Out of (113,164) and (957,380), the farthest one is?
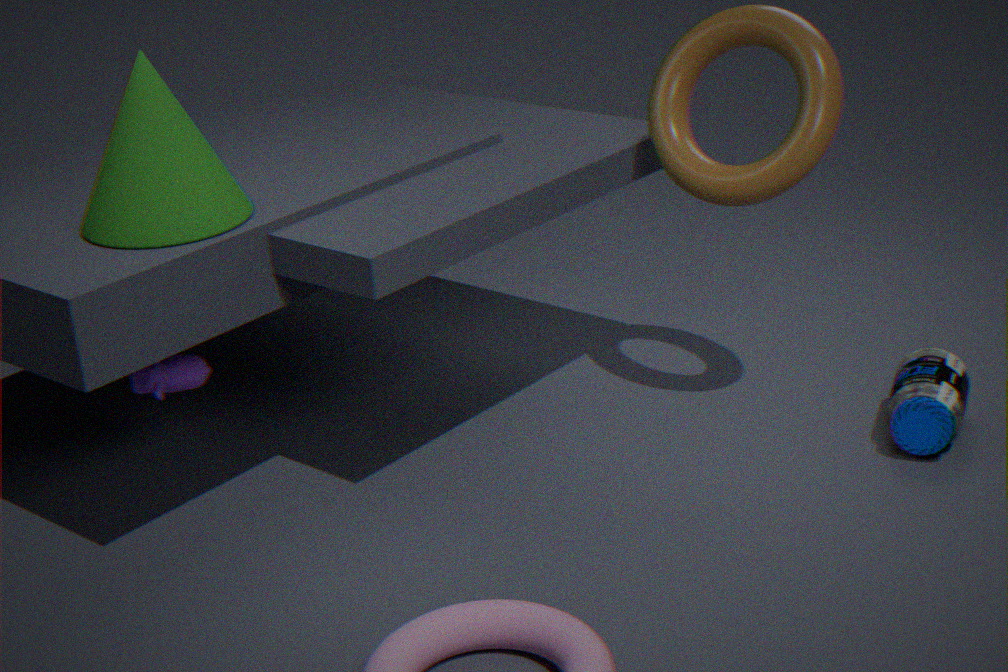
(957,380)
